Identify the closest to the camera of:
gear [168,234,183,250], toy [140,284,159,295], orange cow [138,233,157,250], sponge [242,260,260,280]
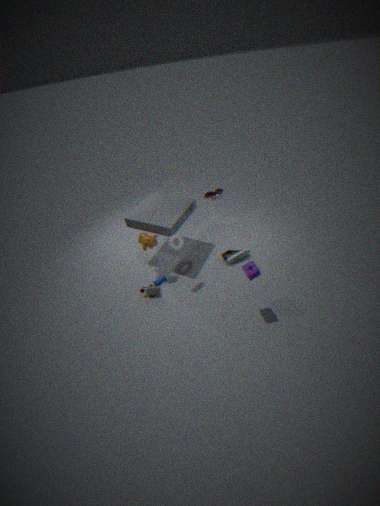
sponge [242,260,260,280]
